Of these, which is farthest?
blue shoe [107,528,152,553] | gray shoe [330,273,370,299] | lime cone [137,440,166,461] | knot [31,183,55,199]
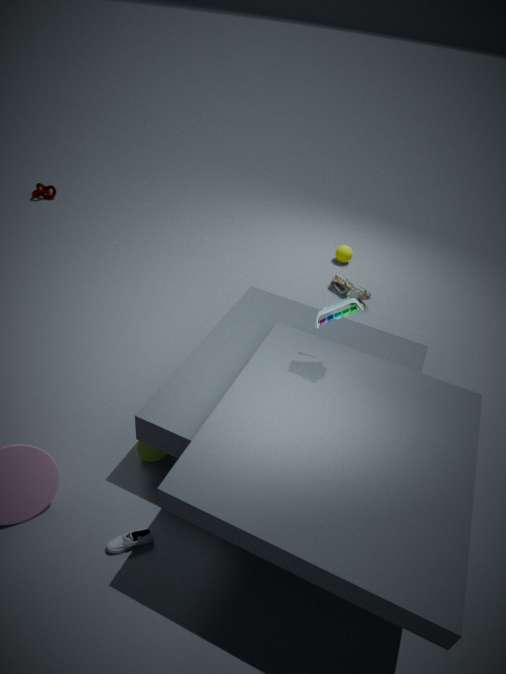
knot [31,183,55,199]
